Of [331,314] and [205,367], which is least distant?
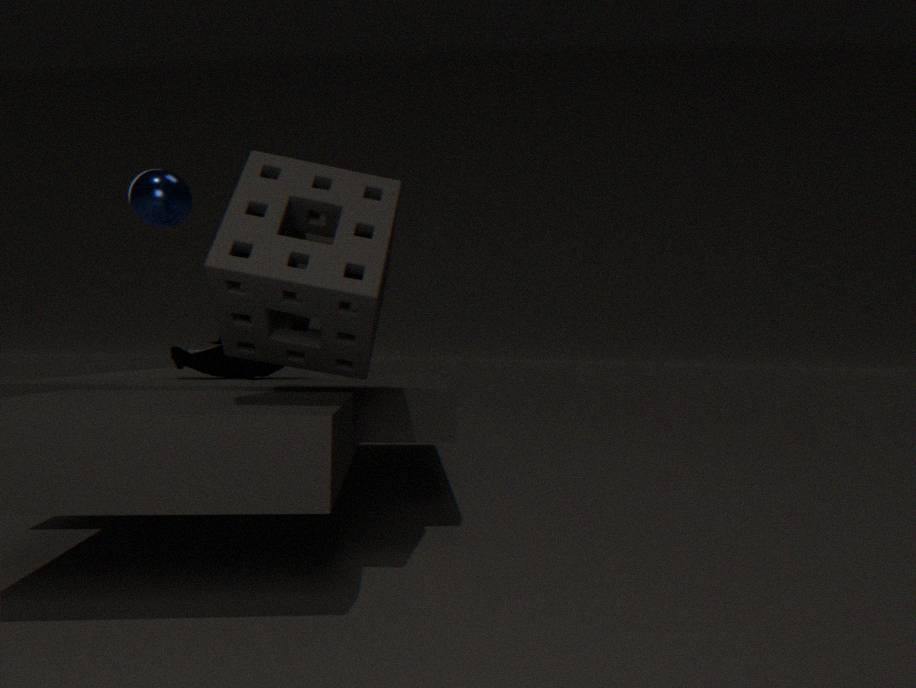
[331,314]
